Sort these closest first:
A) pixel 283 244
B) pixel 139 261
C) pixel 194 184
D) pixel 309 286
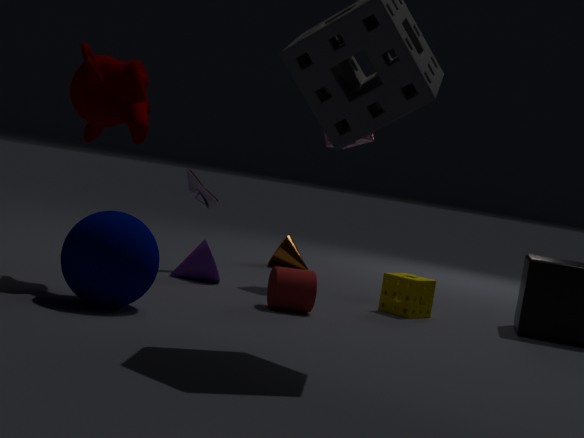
pixel 139 261 → pixel 309 286 → pixel 194 184 → pixel 283 244
